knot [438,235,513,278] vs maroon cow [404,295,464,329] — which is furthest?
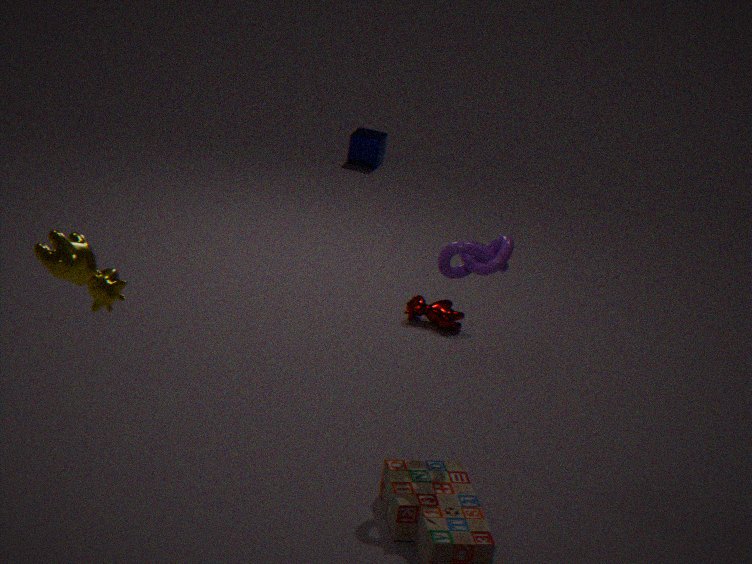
maroon cow [404,295,464,329]
